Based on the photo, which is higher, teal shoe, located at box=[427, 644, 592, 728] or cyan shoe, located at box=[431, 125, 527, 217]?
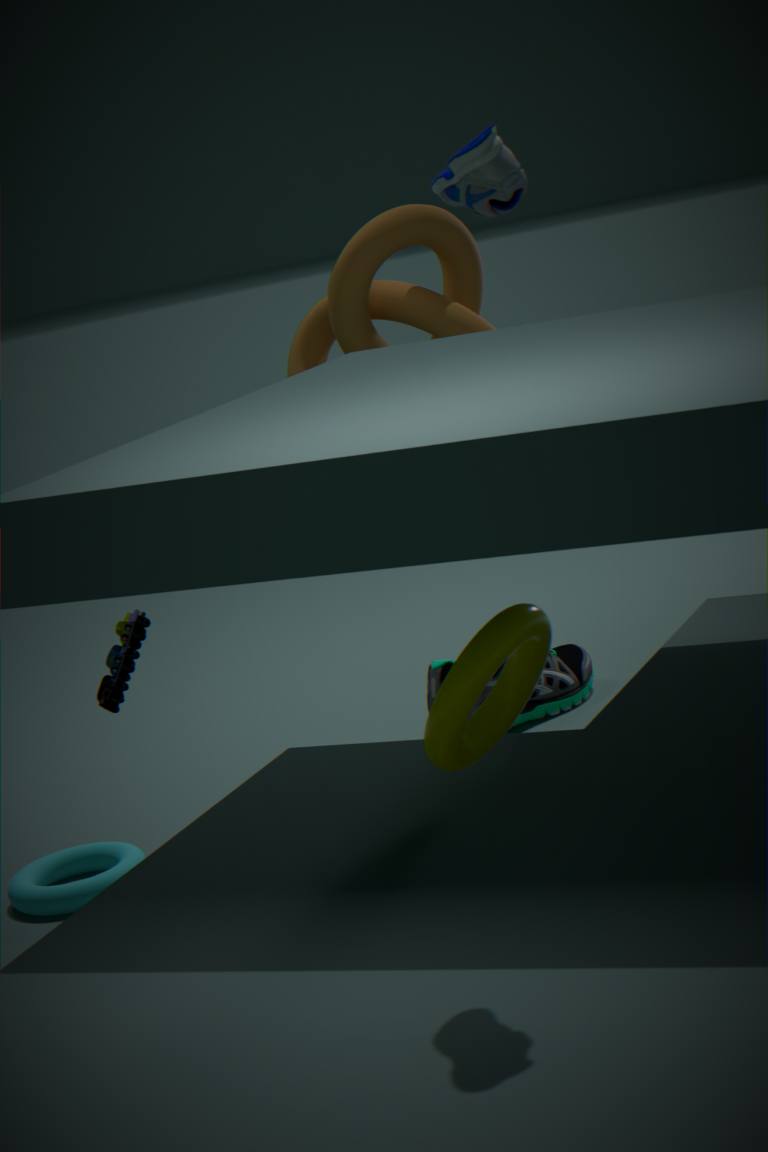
cyan shoe, located at box=[431, 125, 527, 217]
